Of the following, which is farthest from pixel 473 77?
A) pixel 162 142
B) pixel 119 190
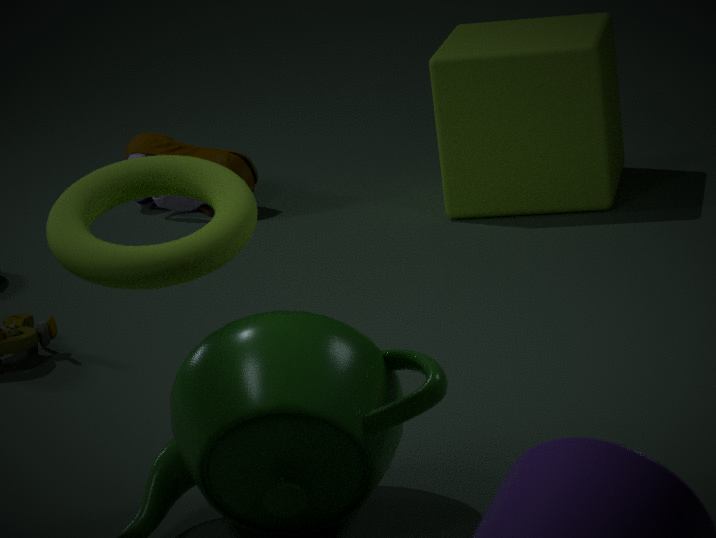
pixel 119 190
